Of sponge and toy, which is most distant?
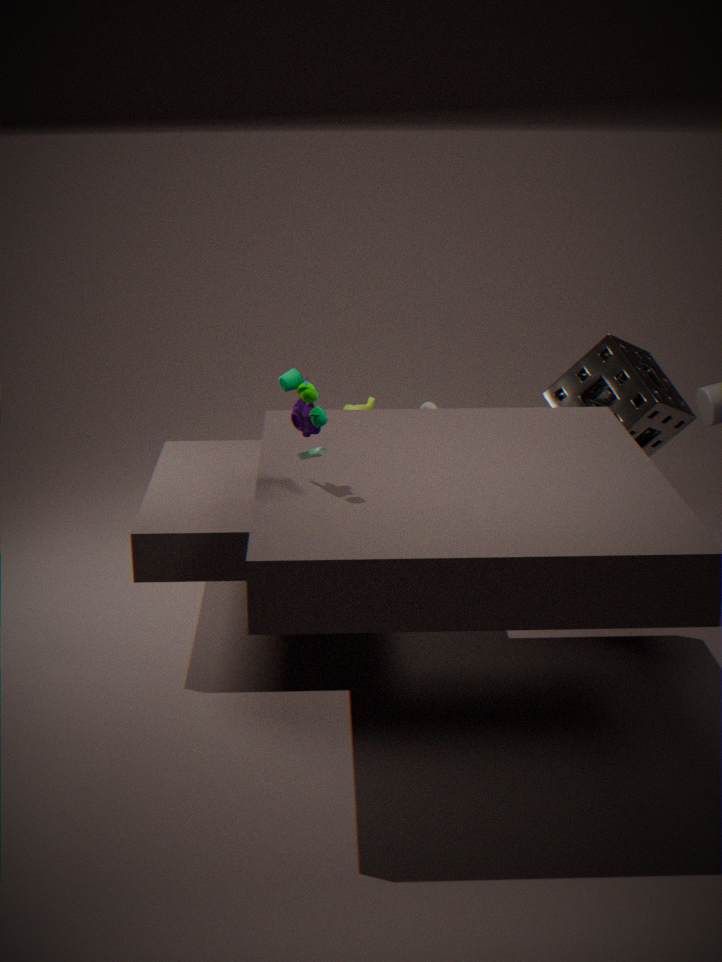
sponge
